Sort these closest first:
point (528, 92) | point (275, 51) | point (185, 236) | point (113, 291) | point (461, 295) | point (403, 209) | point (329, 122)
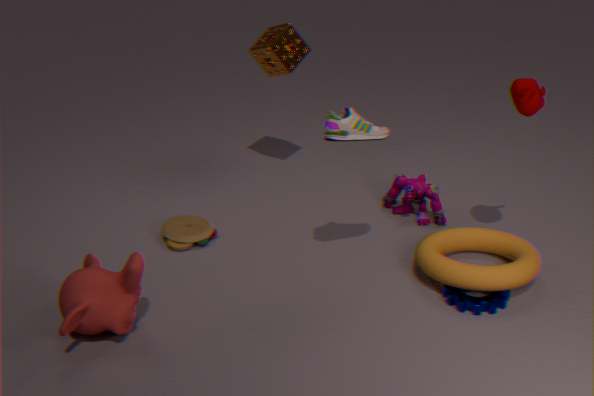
1. point (113, 291)
2. point (329, 122)
3. point (528, 92)
4. point (461, 295)
5. point (185, 236)
6. point (275, 51)
7. point (403, 209)
